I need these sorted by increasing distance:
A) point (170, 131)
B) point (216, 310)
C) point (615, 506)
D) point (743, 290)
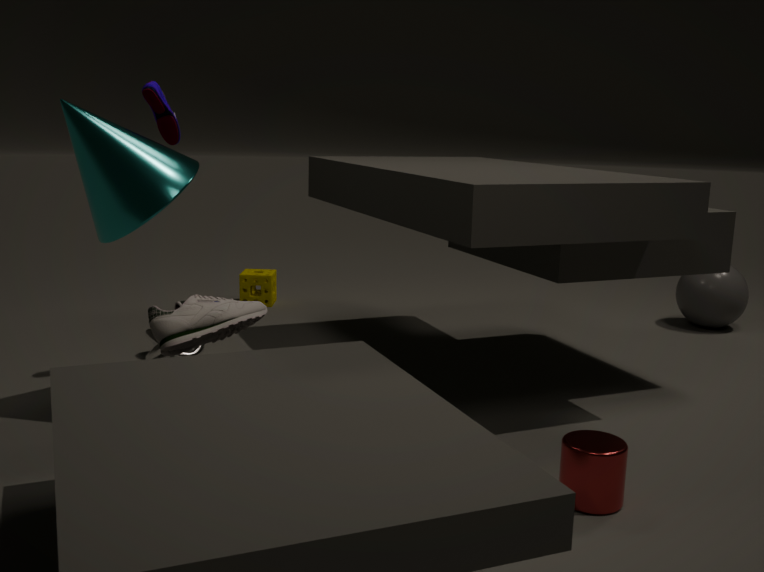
C. point (615, 506), B. point (216, 310), A. point (170, 131), D. point (743, 290)
